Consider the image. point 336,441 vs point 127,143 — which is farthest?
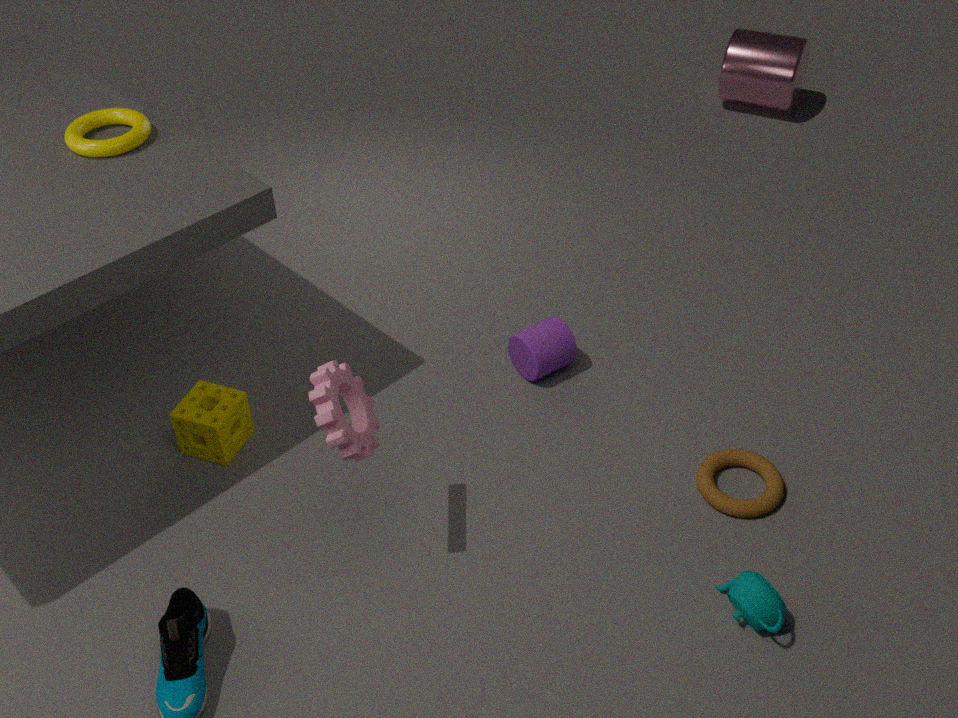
→ point 127,143
